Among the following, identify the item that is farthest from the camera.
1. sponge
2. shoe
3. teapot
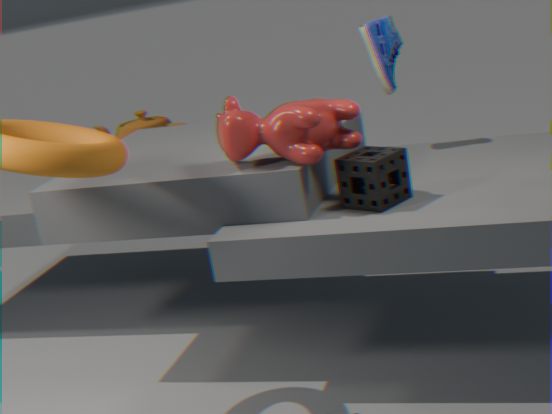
teapot
